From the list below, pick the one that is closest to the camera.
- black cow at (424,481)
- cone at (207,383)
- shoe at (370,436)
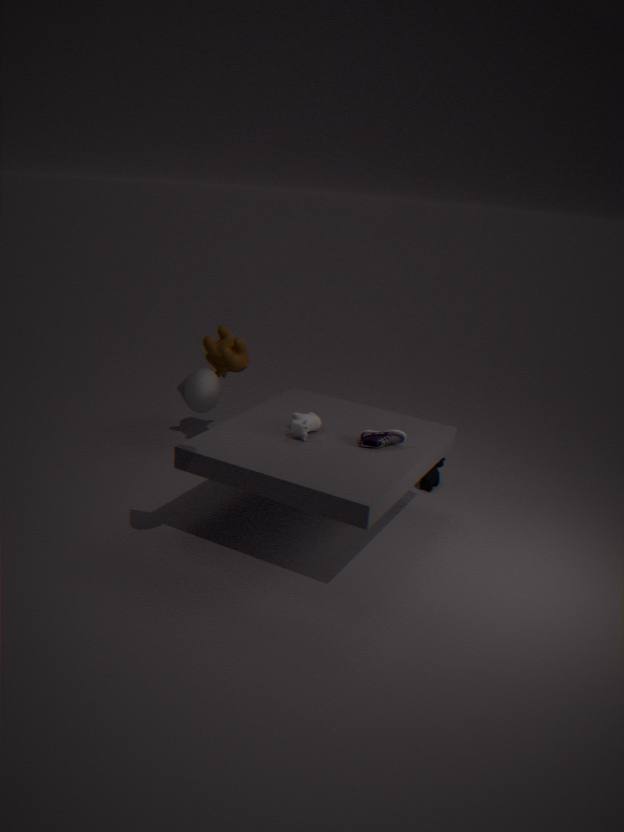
cone at (207,383)
